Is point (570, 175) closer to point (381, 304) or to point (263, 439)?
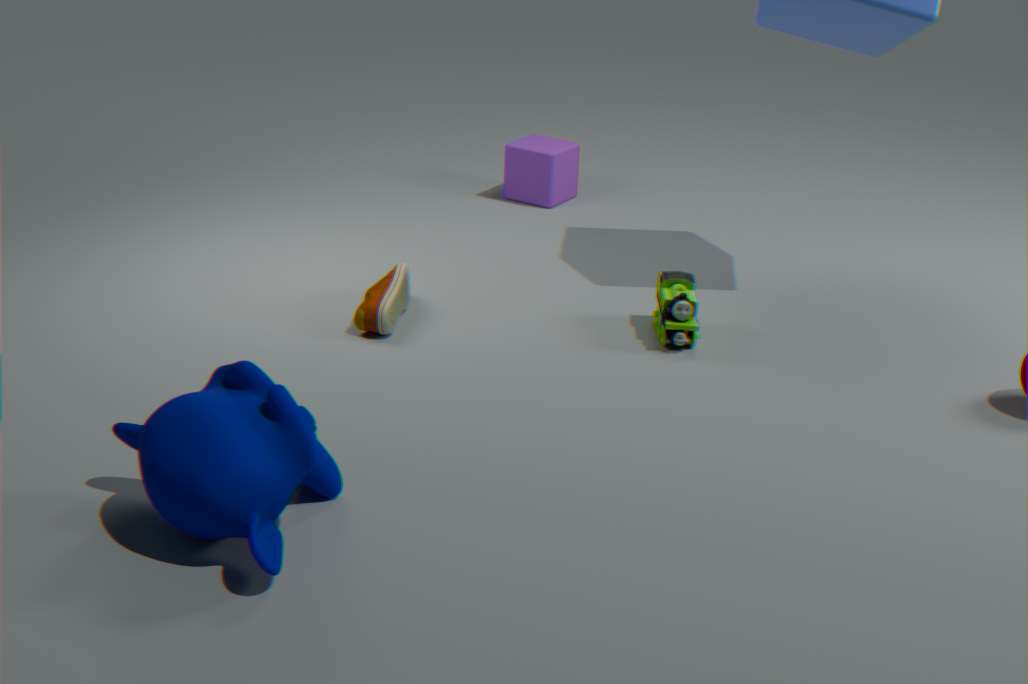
point (381, 304)
